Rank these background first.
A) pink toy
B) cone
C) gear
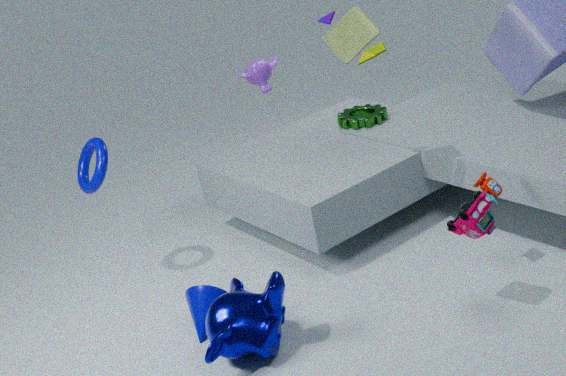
1. gear
2. cone
3. pink toy
